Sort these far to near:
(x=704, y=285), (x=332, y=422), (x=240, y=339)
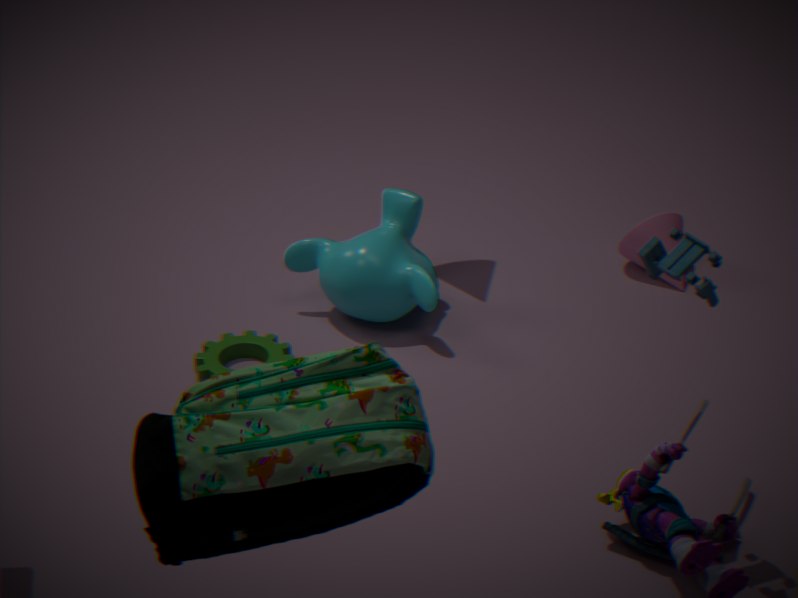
(x=240, y=339) < (x=704, y=285) < (x=332, y=422)
